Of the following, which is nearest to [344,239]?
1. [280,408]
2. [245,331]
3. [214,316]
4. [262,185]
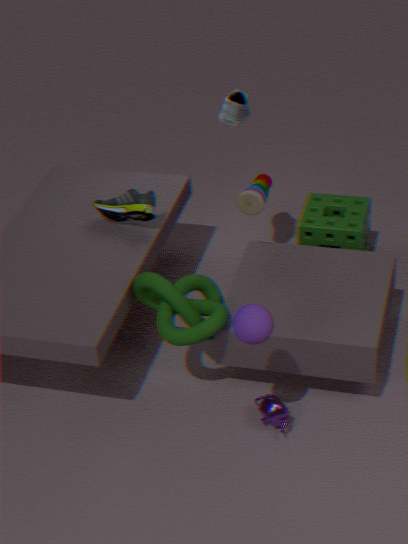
[262,185]
